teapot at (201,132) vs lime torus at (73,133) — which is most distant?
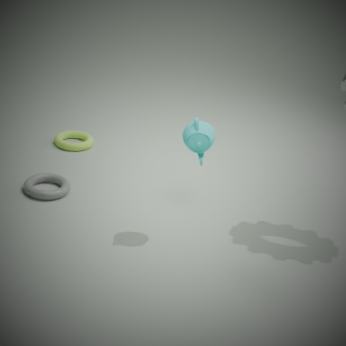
lime torus at (73,133)
